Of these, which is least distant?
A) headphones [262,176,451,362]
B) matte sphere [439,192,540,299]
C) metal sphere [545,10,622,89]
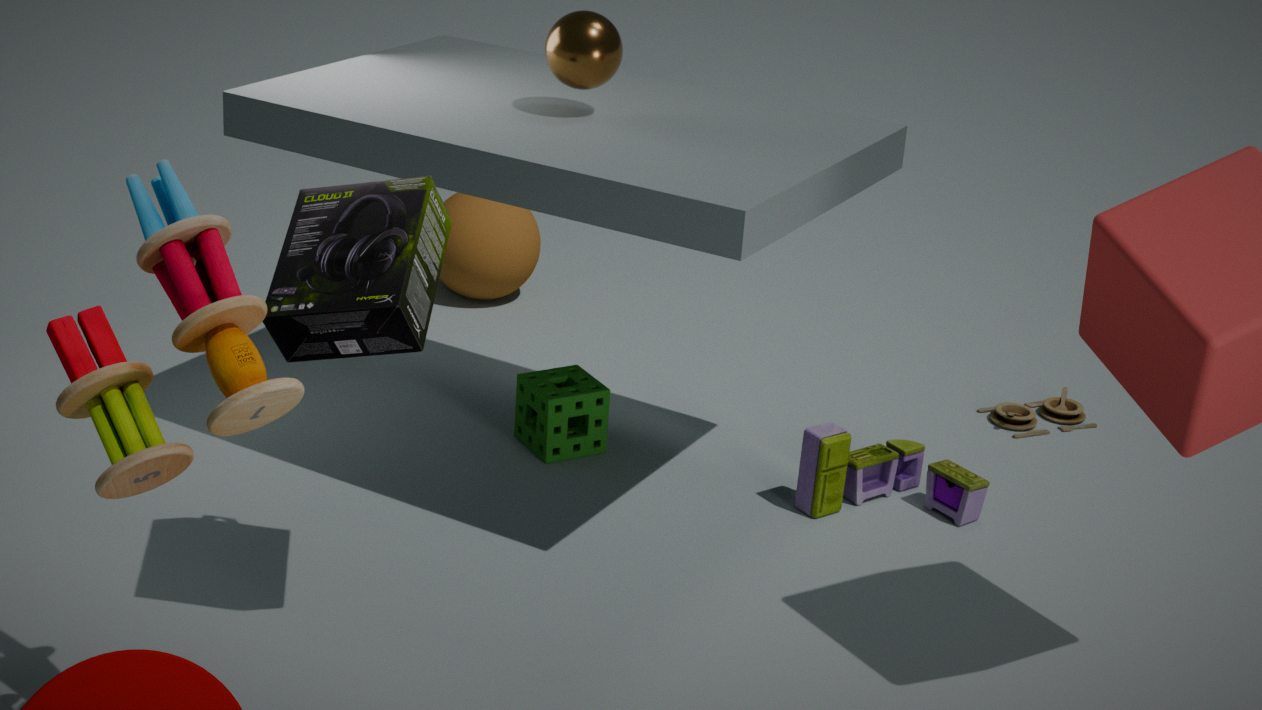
headphones [262,176,451,362]
